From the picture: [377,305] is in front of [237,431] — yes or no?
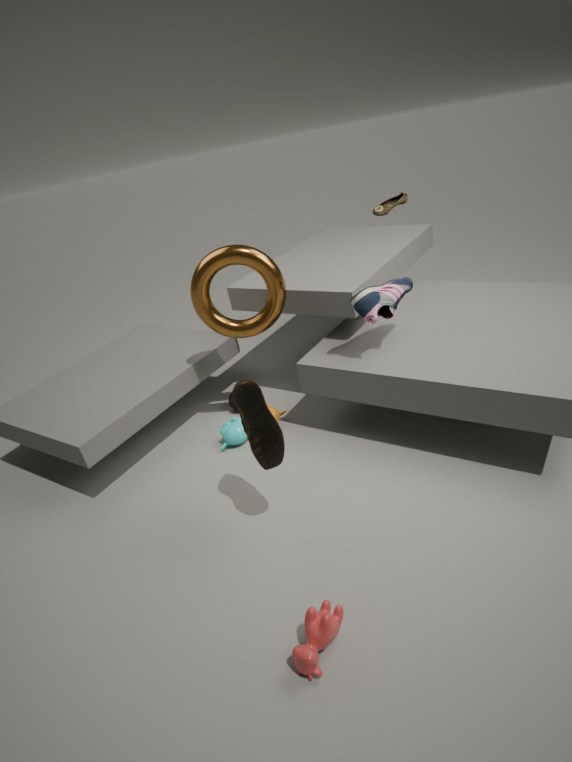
Yes
